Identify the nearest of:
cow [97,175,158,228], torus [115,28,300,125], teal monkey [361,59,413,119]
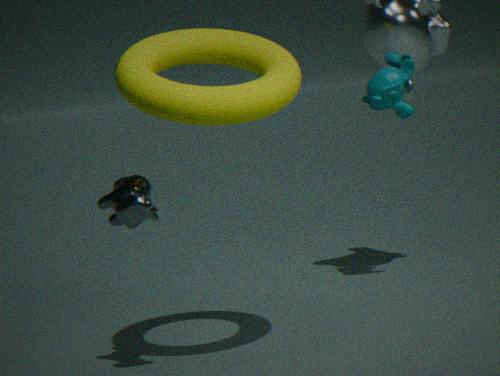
torus [115,28,300,125]
